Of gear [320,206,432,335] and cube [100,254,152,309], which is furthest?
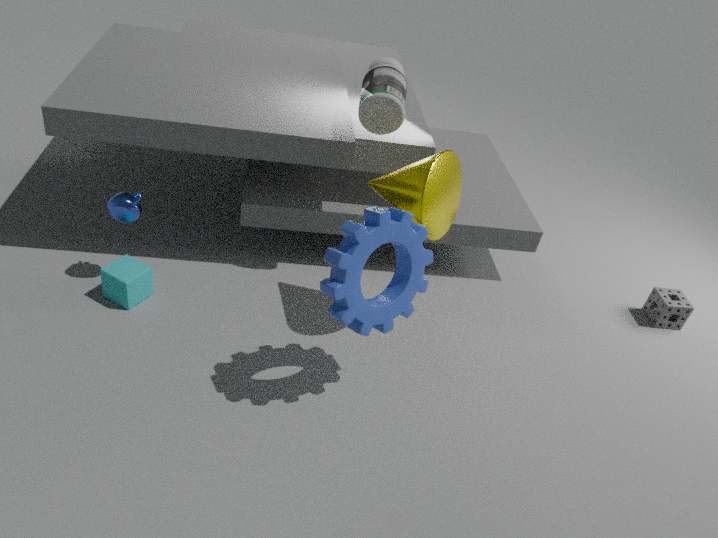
cube [100,254,152,309]
